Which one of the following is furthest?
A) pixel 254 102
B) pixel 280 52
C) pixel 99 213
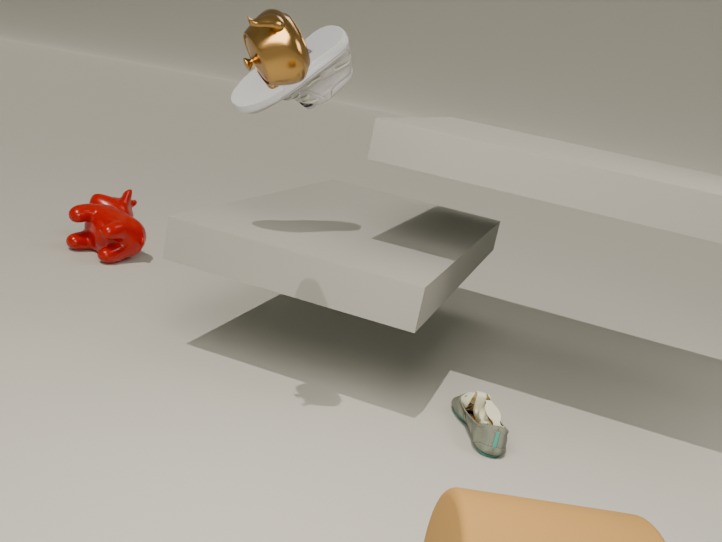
pixel 99 213
